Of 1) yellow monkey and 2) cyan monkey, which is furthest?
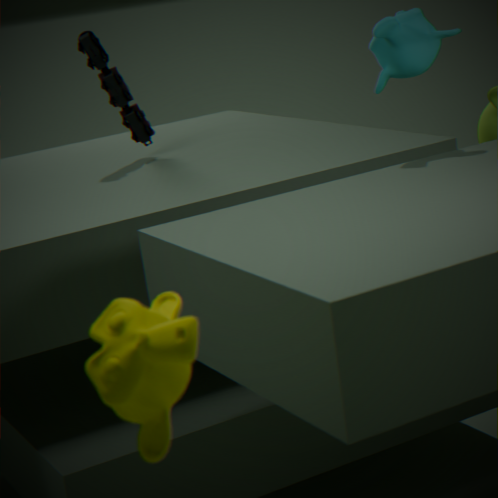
2. cyan monkey
